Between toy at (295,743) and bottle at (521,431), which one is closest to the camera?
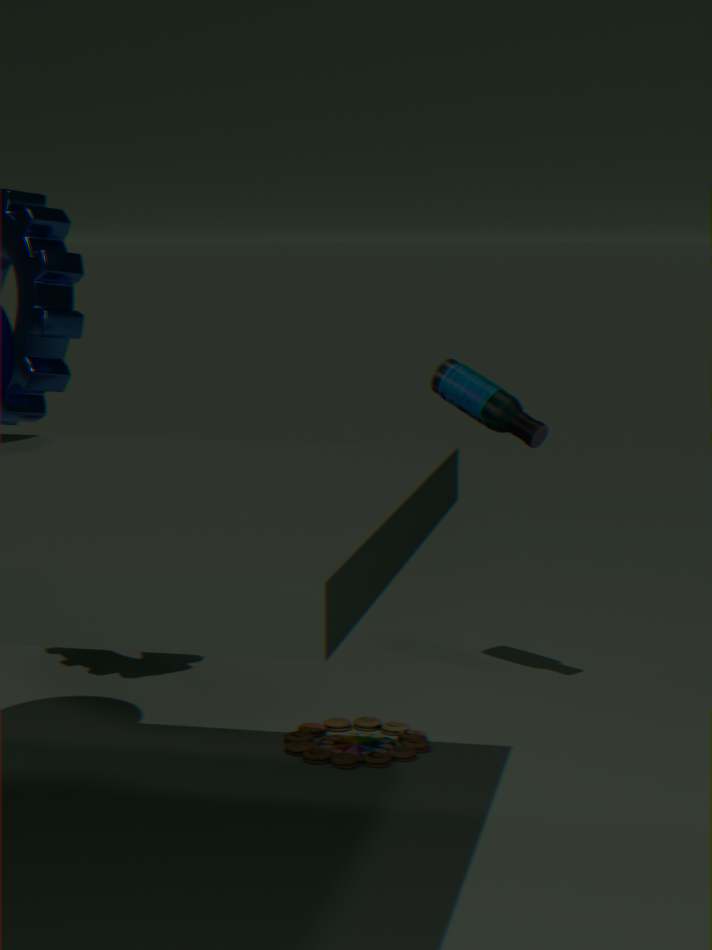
toy at (295,743)
